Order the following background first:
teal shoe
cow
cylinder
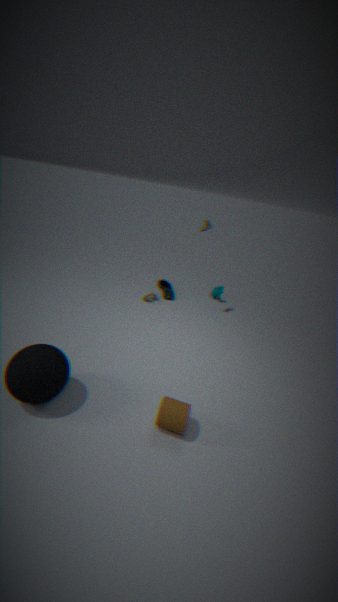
cow
teal shoe
cylinder
